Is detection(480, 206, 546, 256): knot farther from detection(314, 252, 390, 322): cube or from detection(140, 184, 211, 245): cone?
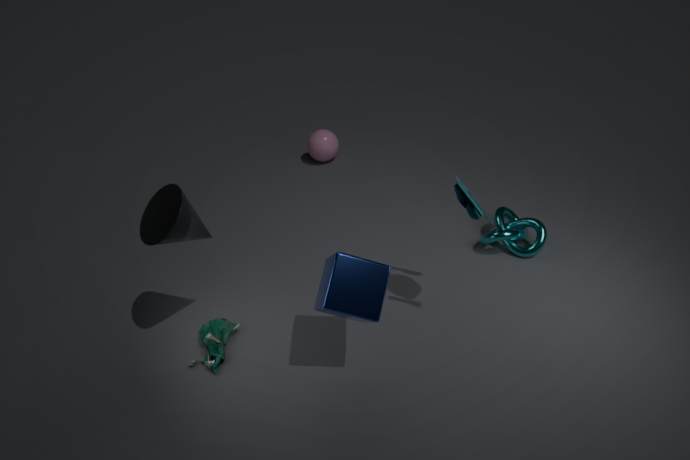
detection(140, 184, 211, 245): cone
